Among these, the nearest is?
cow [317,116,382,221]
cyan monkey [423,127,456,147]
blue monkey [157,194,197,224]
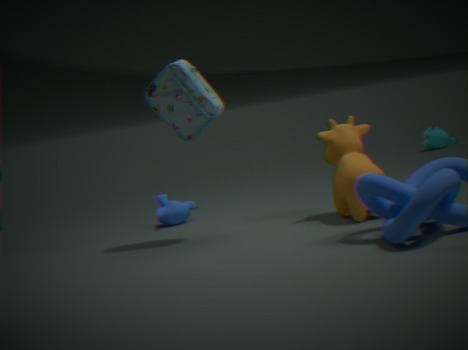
cow [317,116,382,221]
